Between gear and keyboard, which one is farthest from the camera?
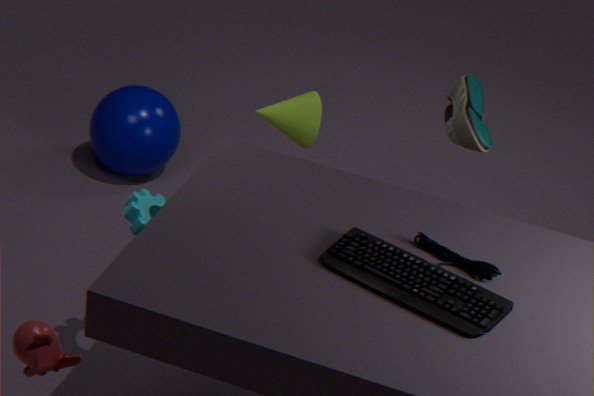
gear
